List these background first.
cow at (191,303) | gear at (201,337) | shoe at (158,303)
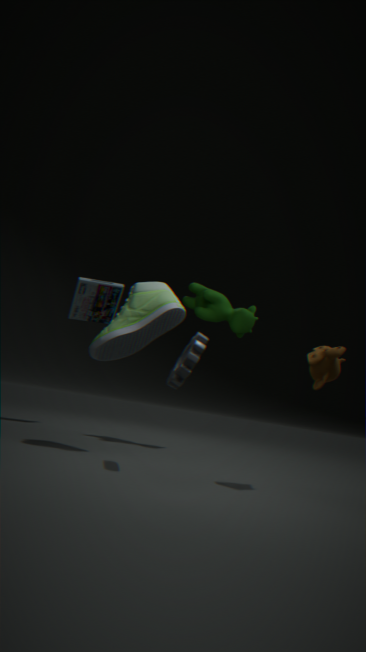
cow at (191,303) < shoe at (158,303) < gear at (201,337)
